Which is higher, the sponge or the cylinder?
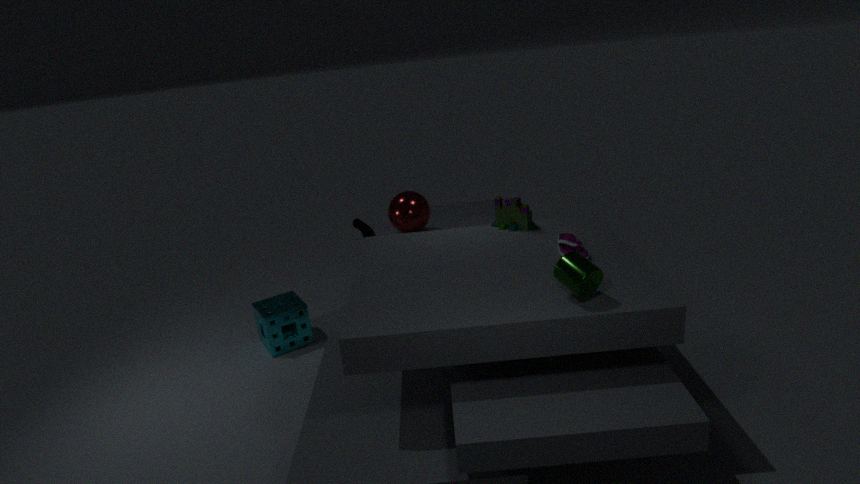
the cylinder
